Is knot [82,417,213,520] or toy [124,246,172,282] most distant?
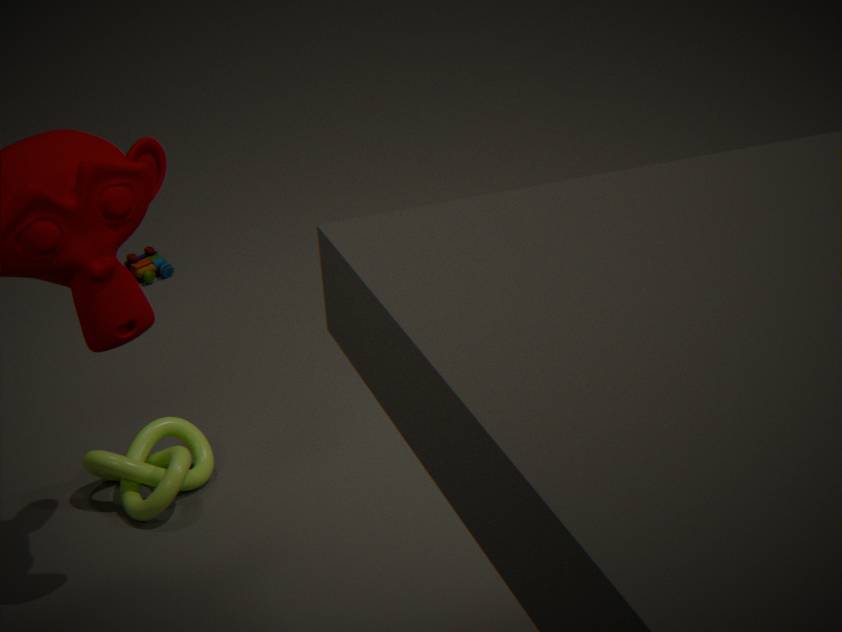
toy [124,246,172,282]
